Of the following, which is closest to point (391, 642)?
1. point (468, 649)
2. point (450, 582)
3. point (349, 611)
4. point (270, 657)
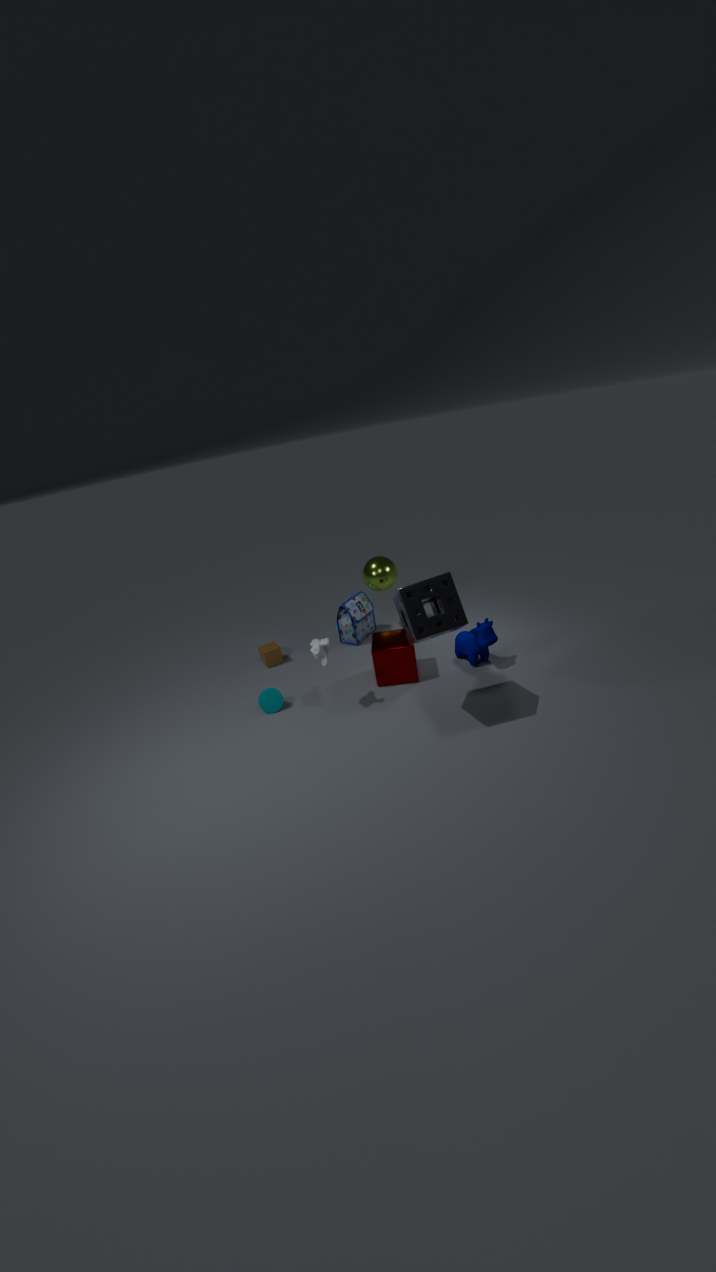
point (468, 649)
